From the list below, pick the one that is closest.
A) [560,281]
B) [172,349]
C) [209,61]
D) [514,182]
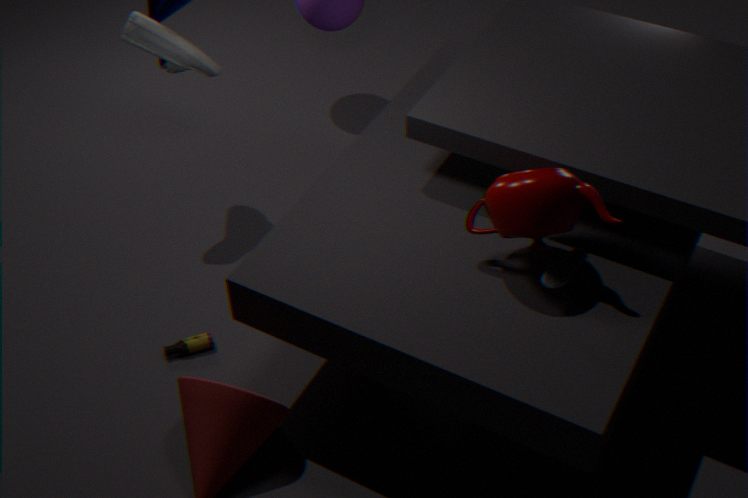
[514,182]
